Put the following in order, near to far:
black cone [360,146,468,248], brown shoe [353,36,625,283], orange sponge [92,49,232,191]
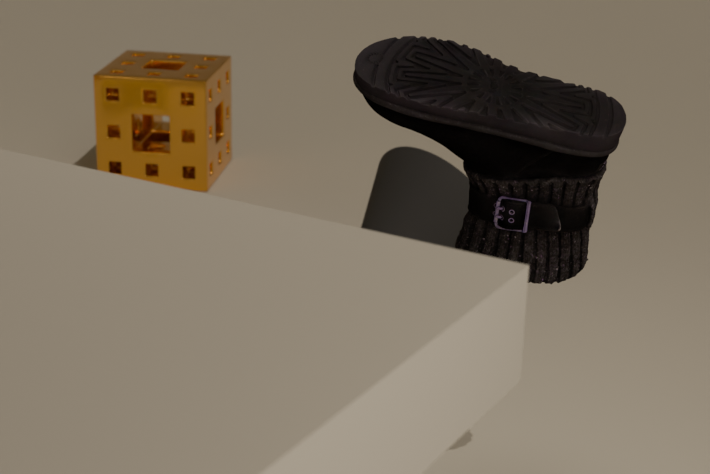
brown shoe [353,36,625,283] < black cone [360,146,468,248] < orange sponge [92,49,232,191]
